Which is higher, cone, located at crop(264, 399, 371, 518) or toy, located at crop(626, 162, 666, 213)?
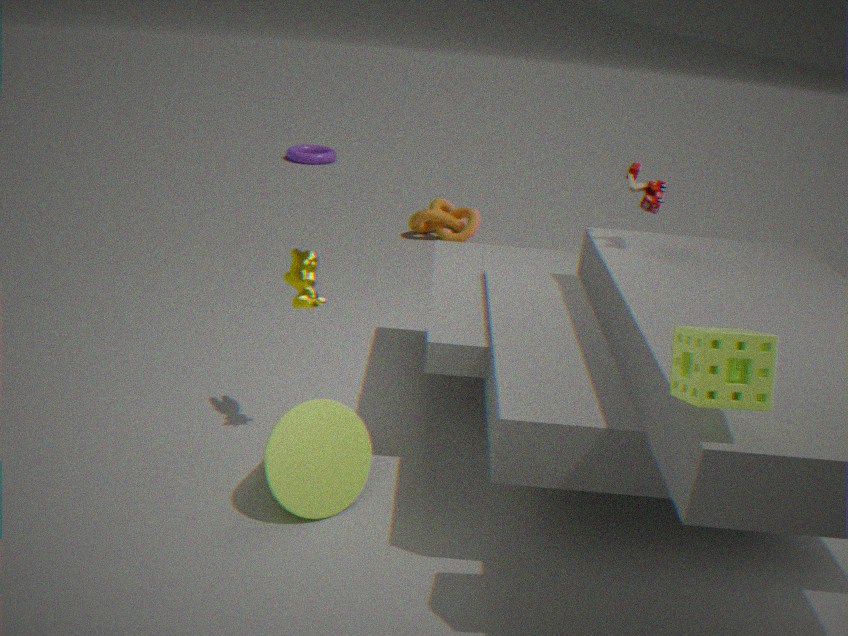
toy, located at crop(626, 162, 666, 213)
